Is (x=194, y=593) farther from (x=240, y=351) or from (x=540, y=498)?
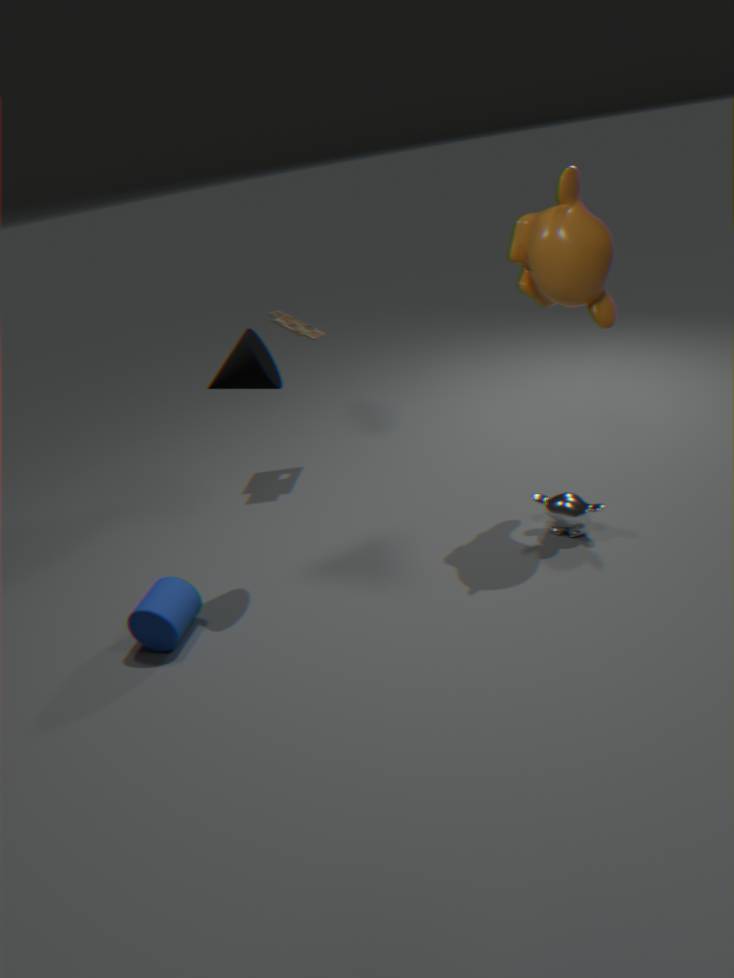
(x=540, y=498)
